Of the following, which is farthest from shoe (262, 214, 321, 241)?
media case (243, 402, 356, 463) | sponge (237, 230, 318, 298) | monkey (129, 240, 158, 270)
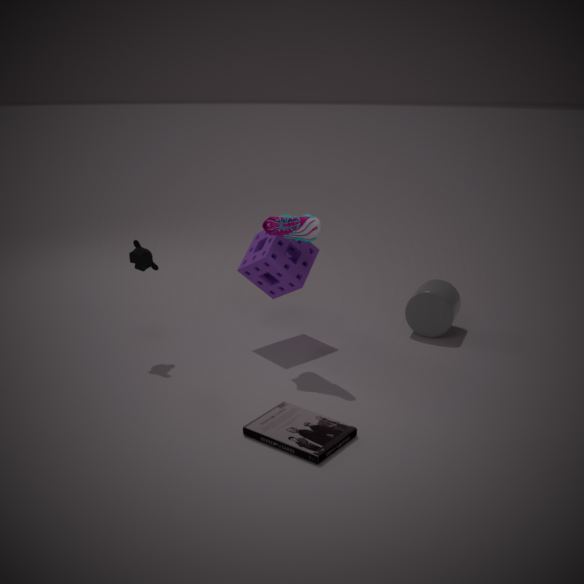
media case (243, 402, 356, 463)
